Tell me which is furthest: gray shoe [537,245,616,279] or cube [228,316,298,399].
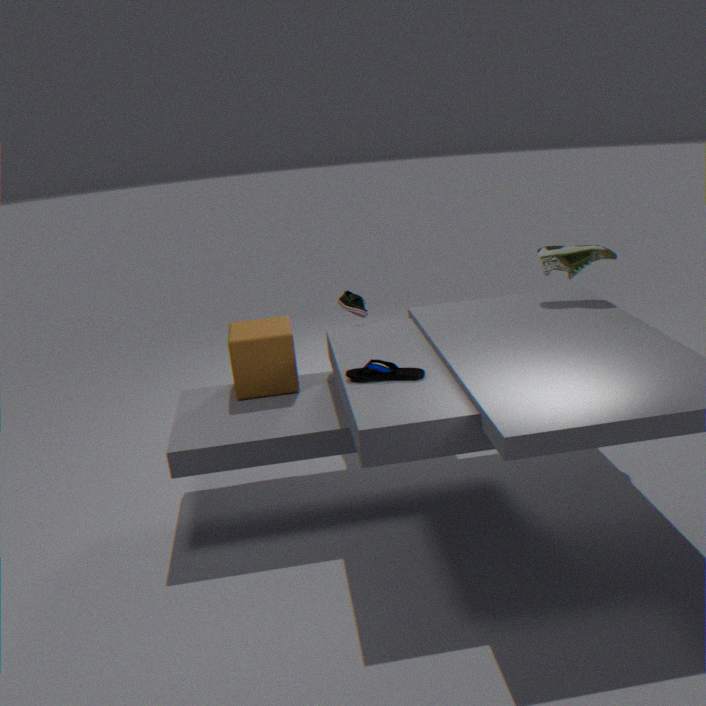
gray shoe [537,245,616,279]
